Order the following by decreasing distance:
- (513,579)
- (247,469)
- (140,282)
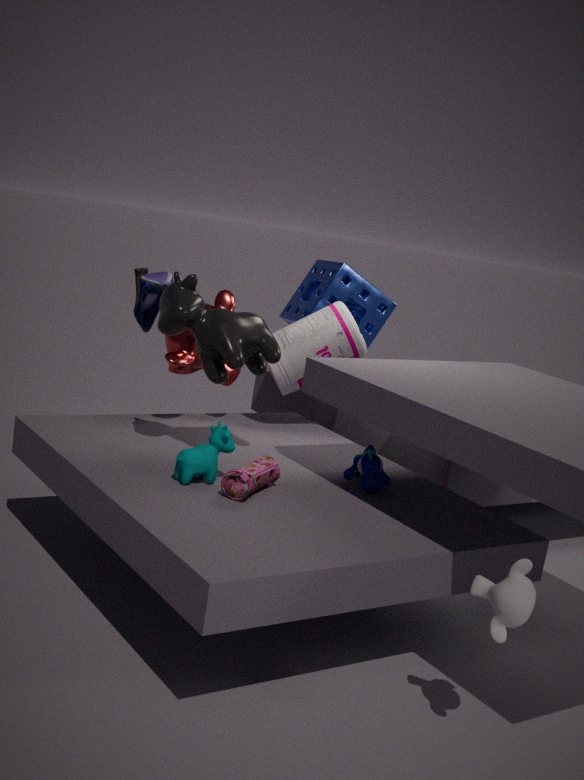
1. (140,282)
2. (247,469)
3. (513,579)
